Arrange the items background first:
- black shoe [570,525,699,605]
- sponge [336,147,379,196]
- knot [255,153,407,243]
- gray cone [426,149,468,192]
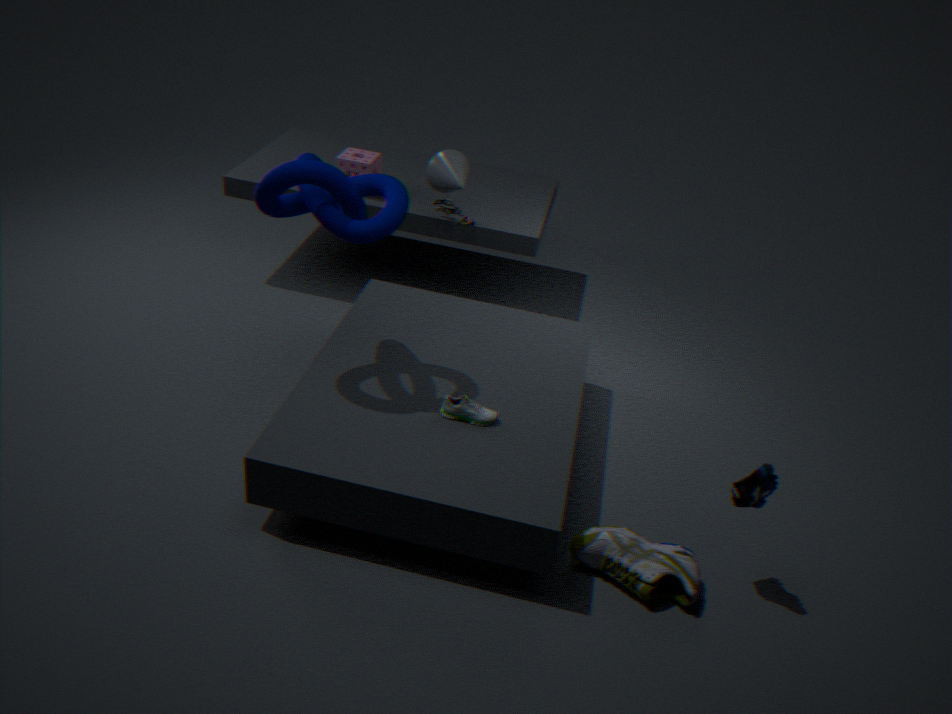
sponge [336,147,379,196] → gray cone [426,149,468,192] → black shoe [570,525,699,605] → knot [255,153,407,243]
